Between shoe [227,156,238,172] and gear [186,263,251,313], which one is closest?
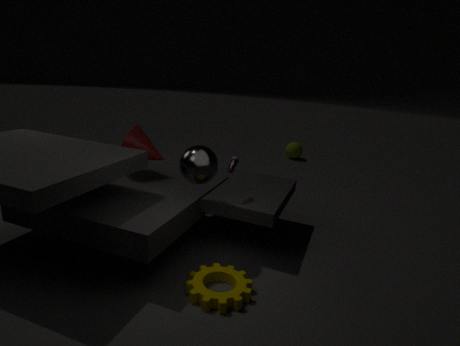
gear [186,263,251,313]
